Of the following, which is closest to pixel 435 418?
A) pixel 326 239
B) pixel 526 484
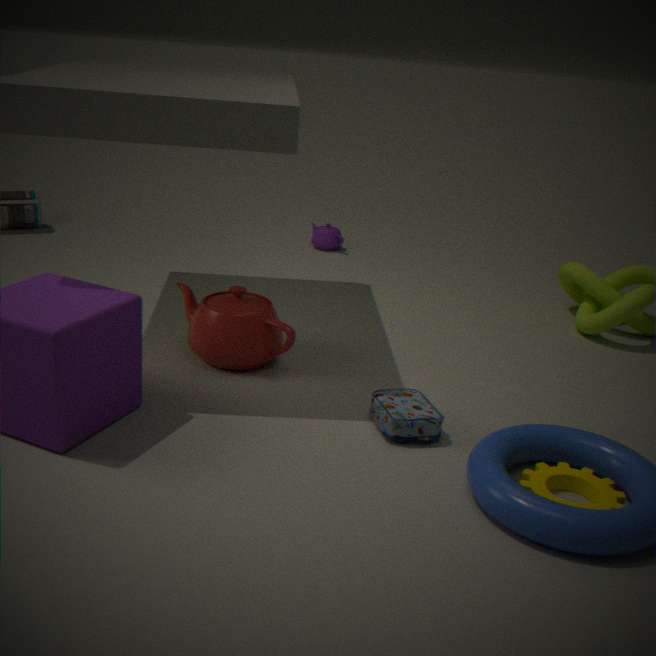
pixel 526 484
